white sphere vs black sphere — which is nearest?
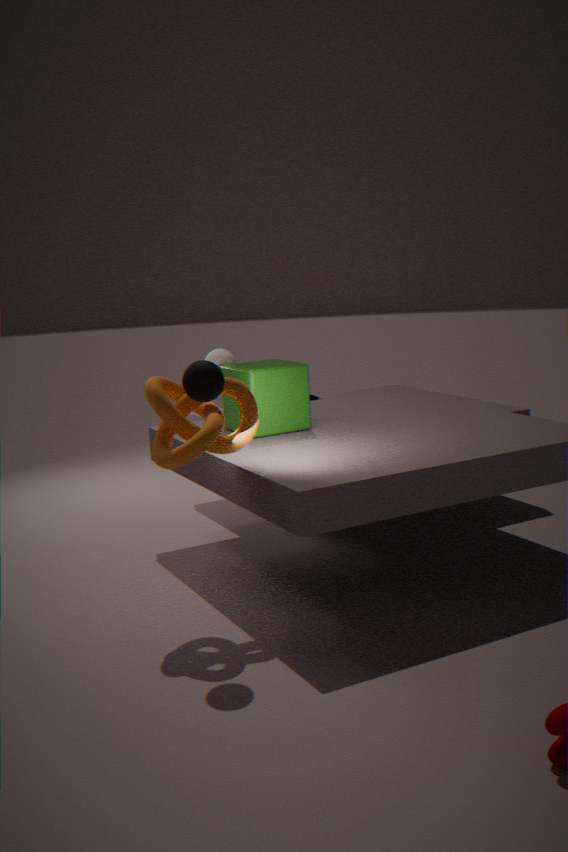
black sphere
